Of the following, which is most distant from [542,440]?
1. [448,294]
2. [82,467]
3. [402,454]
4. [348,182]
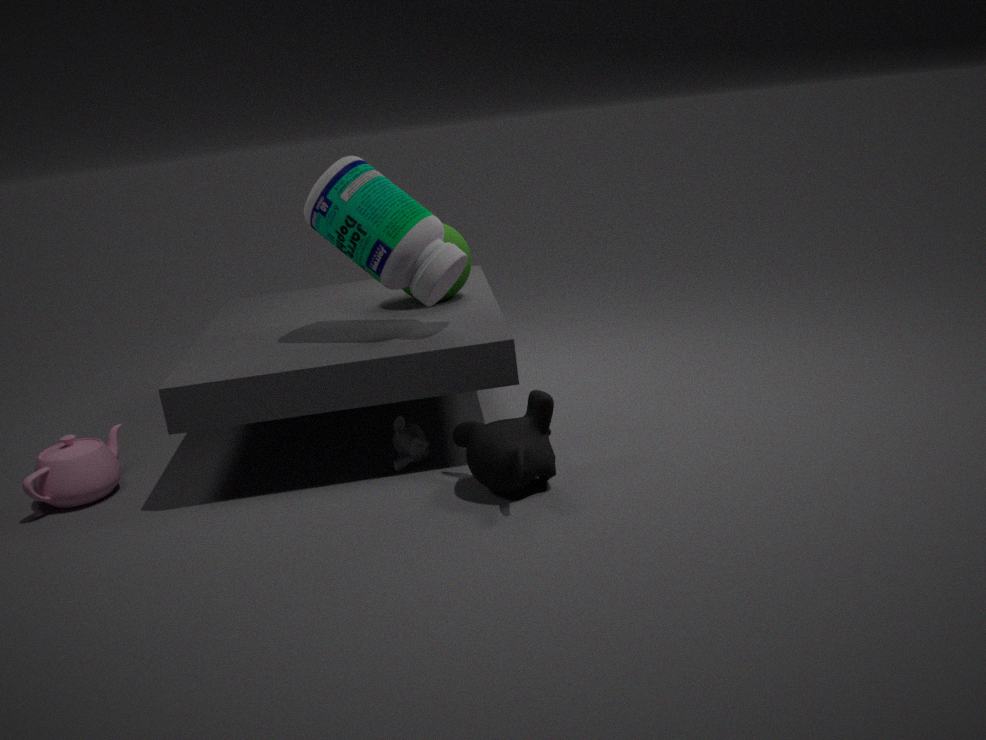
[82,467]
